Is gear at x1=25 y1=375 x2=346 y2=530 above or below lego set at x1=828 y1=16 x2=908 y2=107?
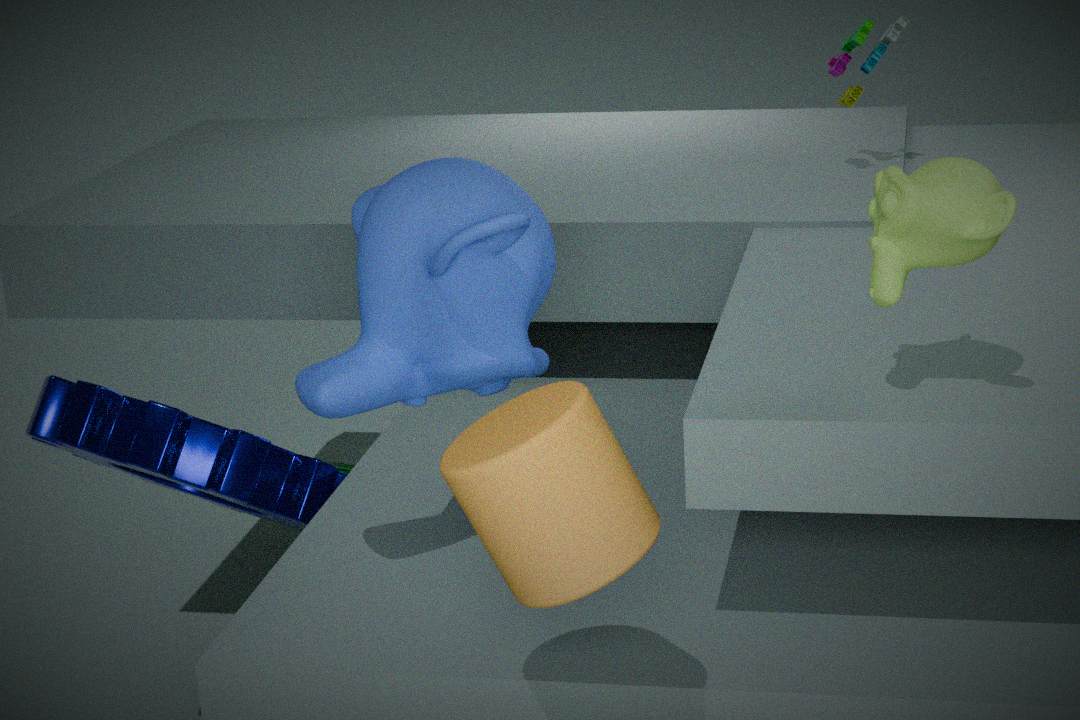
below
